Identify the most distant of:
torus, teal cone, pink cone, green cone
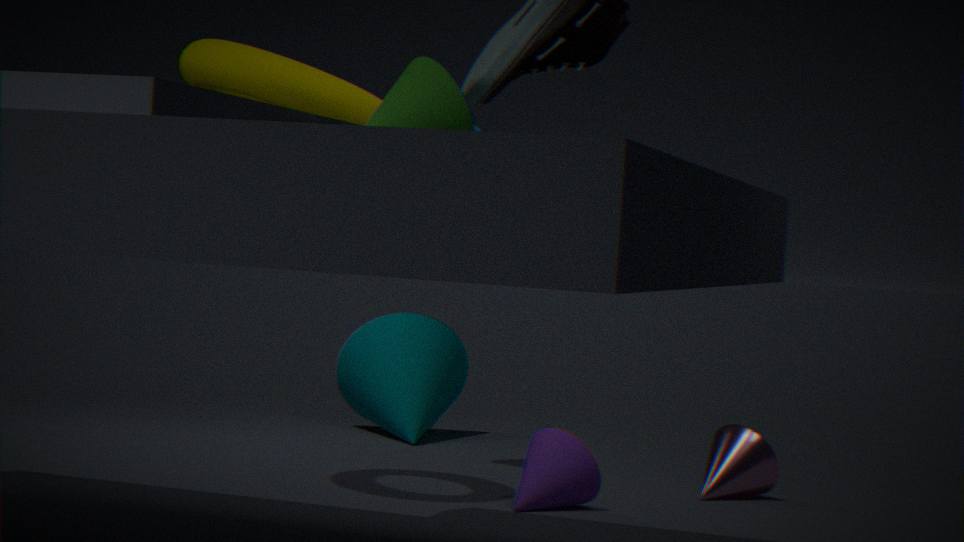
teal cone
